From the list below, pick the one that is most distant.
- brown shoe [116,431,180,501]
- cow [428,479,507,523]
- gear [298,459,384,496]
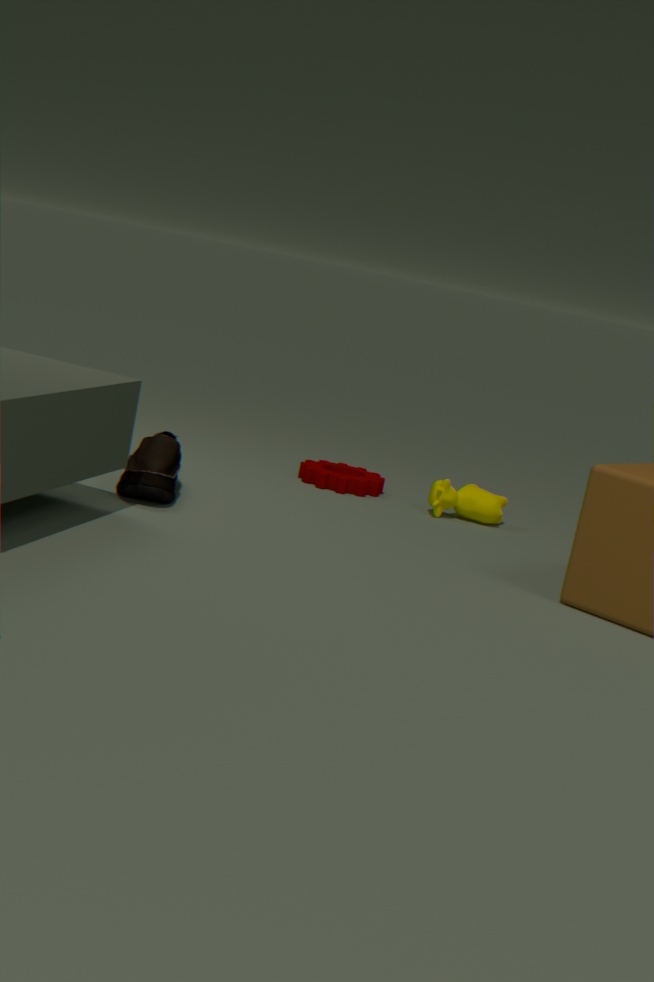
gear [298,459,384,496]
